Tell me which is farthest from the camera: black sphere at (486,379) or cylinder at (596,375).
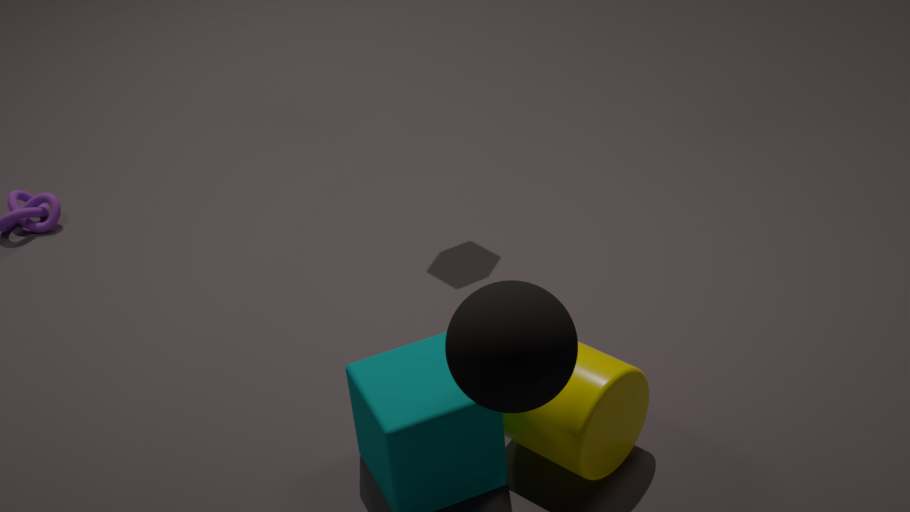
cylinder at (596,375)
